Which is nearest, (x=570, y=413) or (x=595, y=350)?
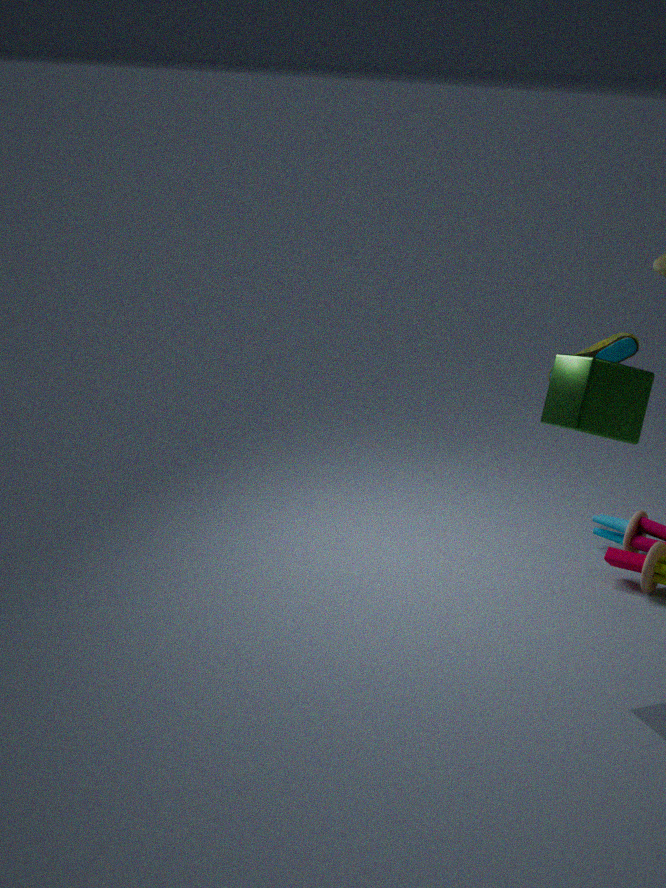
(x=570, y=413)
